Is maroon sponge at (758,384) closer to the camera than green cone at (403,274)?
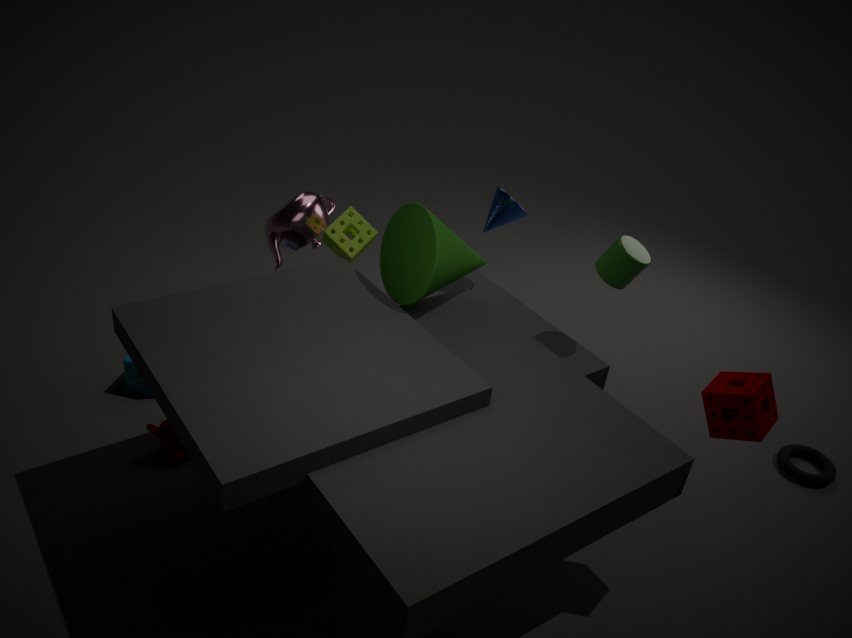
Yes
